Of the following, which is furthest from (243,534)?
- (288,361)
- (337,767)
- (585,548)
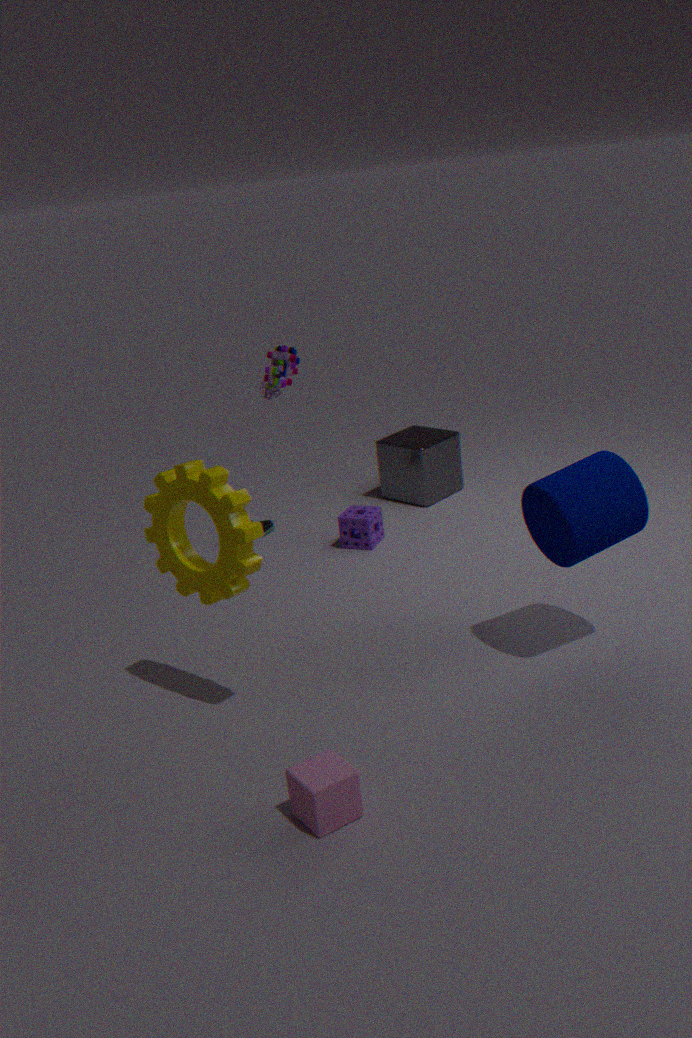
(585,548)
